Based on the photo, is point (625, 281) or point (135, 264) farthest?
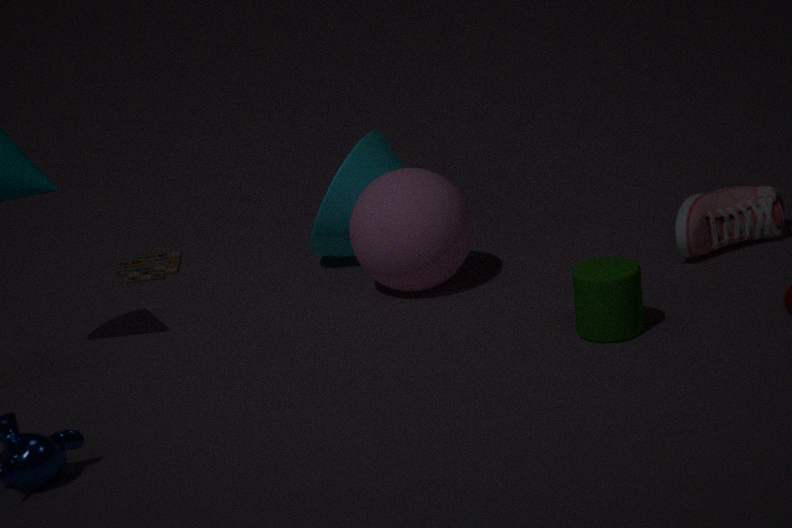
point (135, 264)
